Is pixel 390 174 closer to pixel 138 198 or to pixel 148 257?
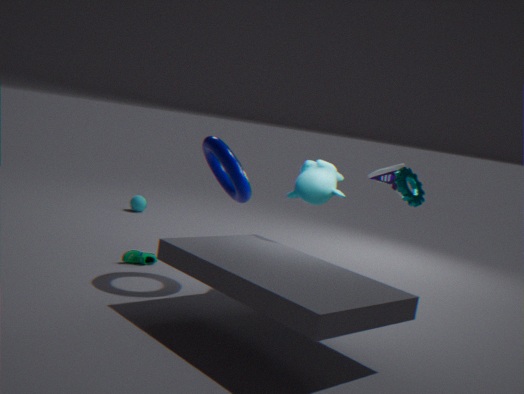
pixel 148 257
